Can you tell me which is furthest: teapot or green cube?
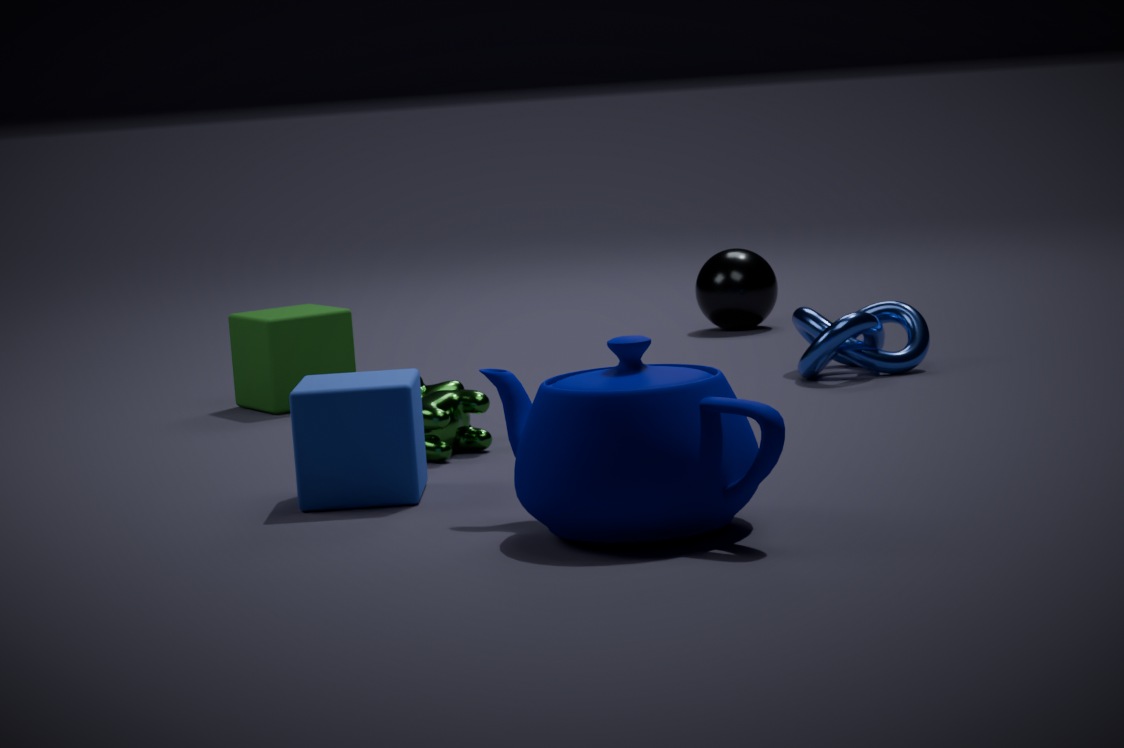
green cube
